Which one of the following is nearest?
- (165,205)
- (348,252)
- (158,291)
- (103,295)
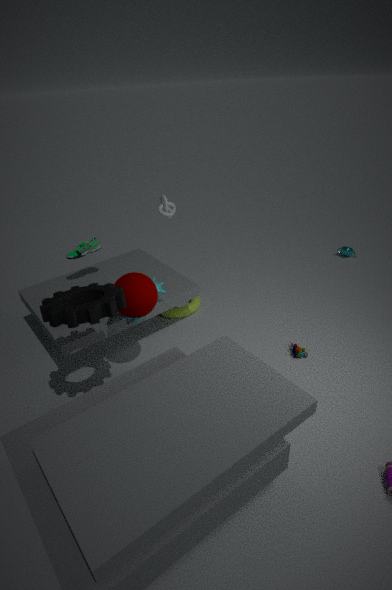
(103,295)
